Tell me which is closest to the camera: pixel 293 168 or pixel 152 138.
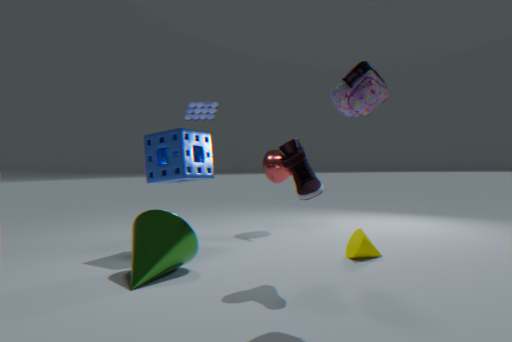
pixel 293 168
